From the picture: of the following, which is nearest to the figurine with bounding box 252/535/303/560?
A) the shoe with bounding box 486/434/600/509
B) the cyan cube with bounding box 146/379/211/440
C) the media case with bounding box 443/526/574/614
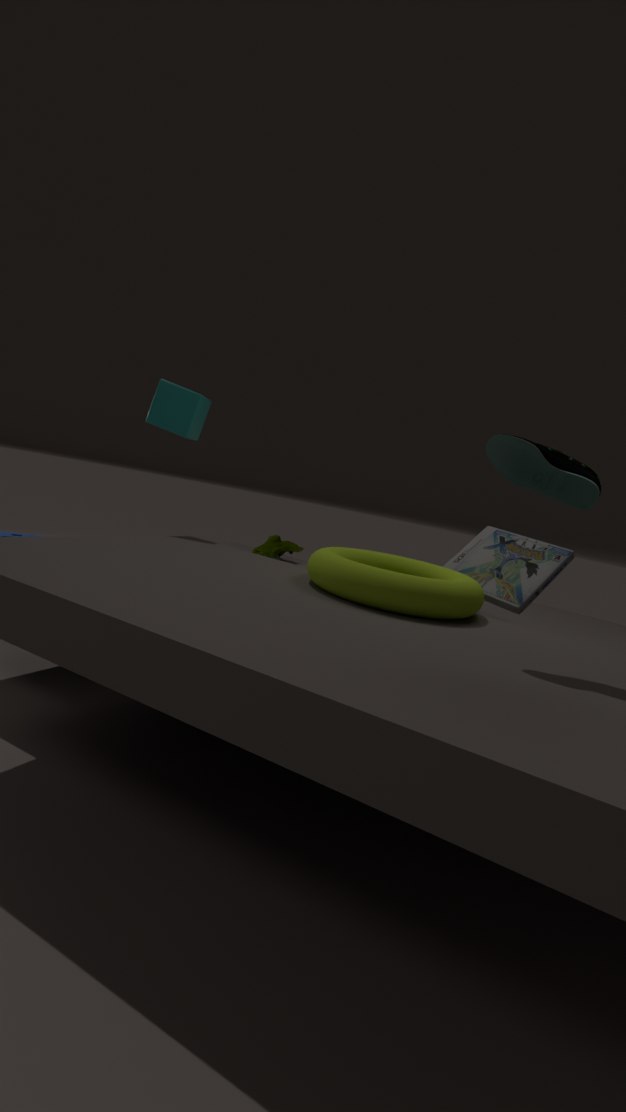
the cyan cube with bounding box 146/379/211/440
